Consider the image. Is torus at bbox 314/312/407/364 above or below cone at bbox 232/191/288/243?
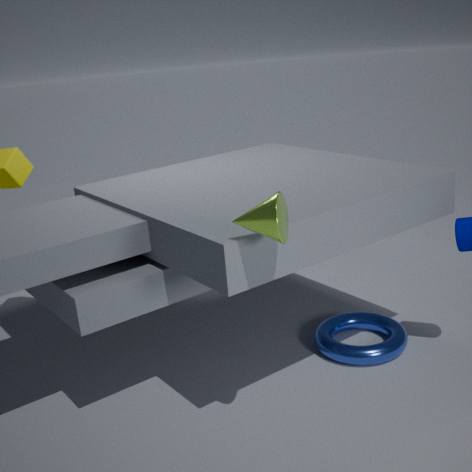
below
